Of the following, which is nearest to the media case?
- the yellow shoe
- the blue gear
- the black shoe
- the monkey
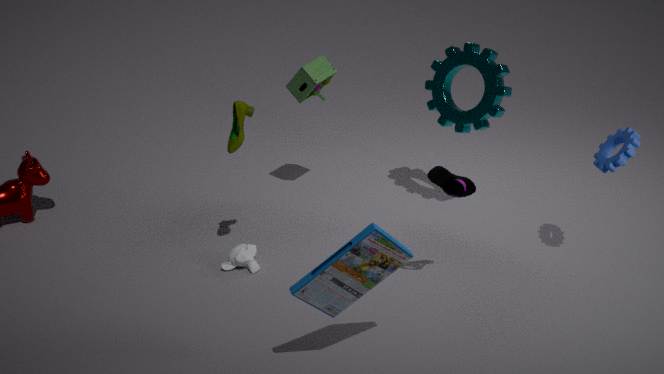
the black shoe
